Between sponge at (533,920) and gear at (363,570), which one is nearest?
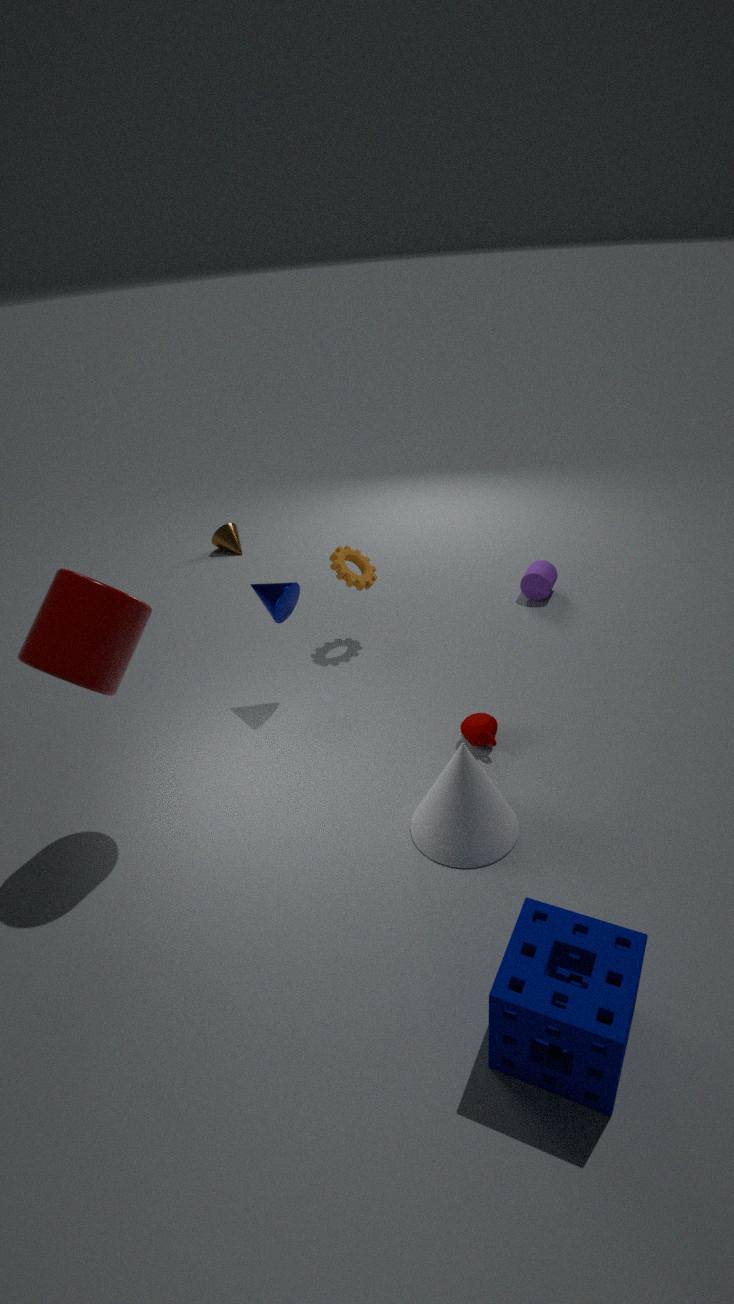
sponge at (533,920)
